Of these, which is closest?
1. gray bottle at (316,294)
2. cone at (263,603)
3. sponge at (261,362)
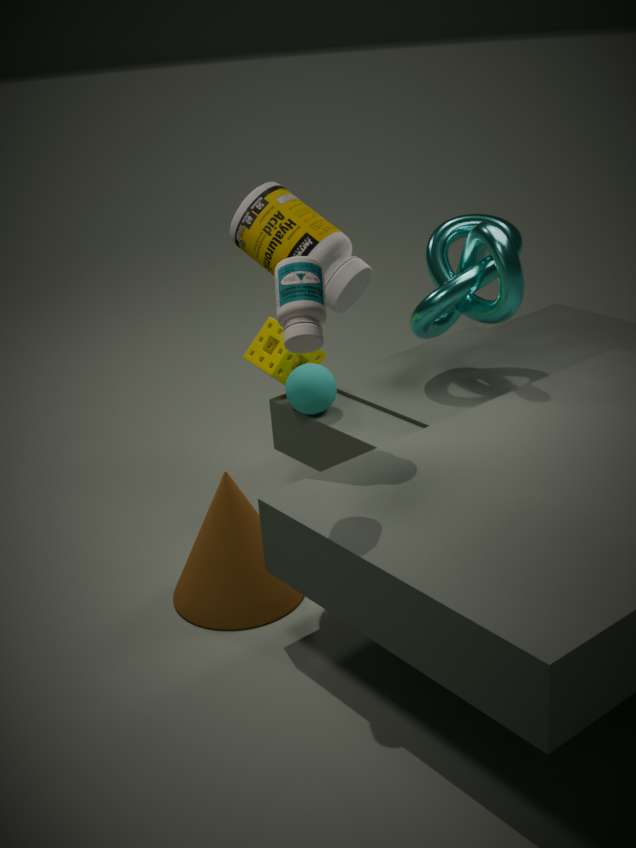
gray bottle at (316,294)
